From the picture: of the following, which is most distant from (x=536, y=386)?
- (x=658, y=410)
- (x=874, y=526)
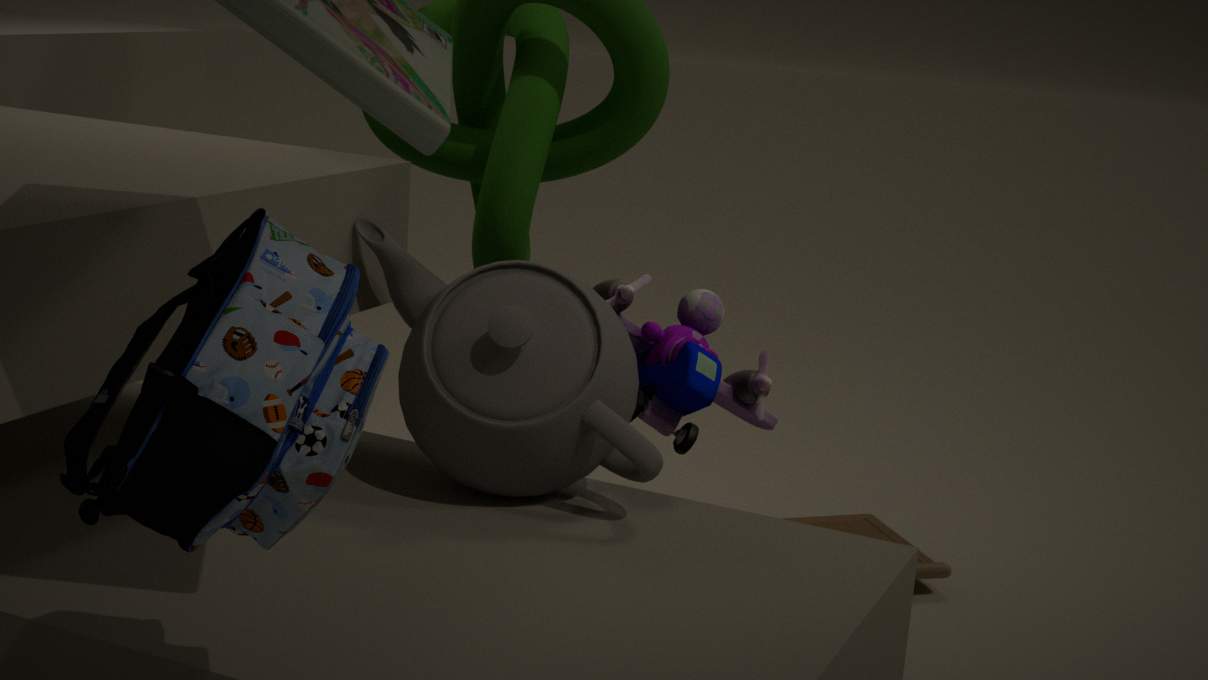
(x=874, y=526)
